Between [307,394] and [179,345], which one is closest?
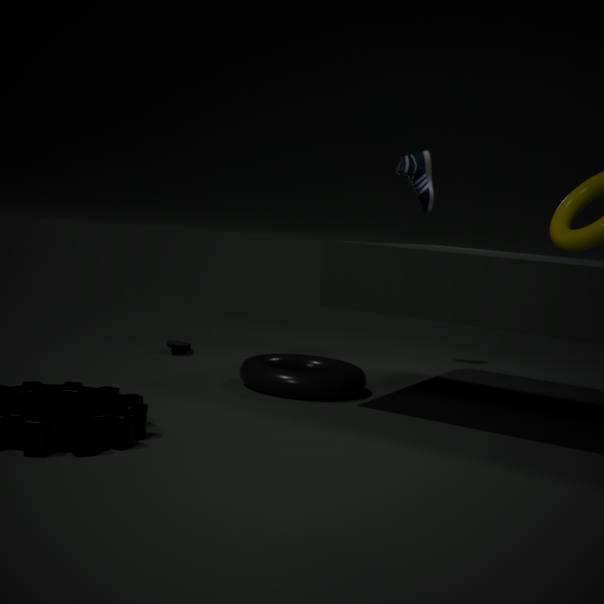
[307,394]
